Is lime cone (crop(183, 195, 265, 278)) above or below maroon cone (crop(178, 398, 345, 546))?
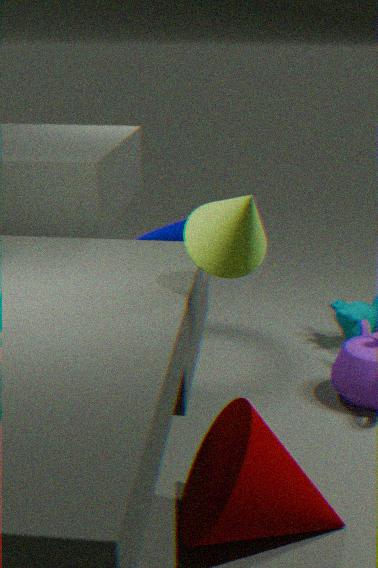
above
